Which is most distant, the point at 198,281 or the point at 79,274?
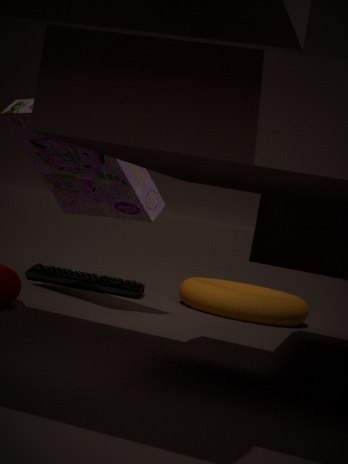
the point at 79,274
